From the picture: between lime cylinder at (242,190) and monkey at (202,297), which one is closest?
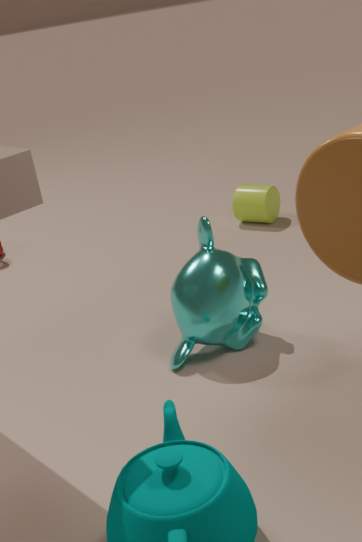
monkey at (202,297)
